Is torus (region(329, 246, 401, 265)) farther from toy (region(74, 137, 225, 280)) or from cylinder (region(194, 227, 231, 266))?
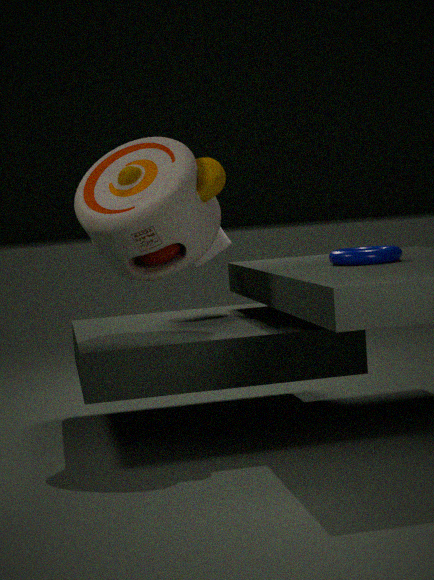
cylinder (region(194, 227, 231, 266))
